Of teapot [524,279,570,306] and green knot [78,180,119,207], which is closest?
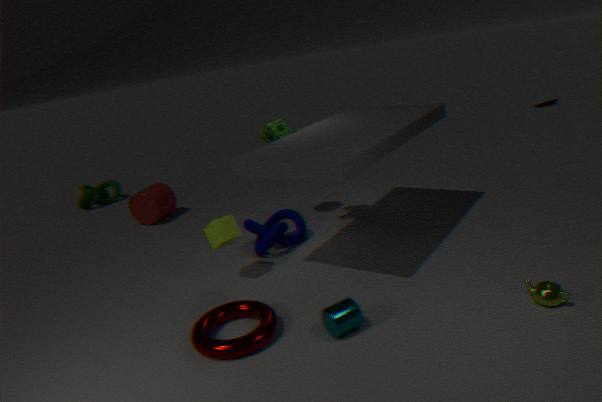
teapot [524,279,570,306]
